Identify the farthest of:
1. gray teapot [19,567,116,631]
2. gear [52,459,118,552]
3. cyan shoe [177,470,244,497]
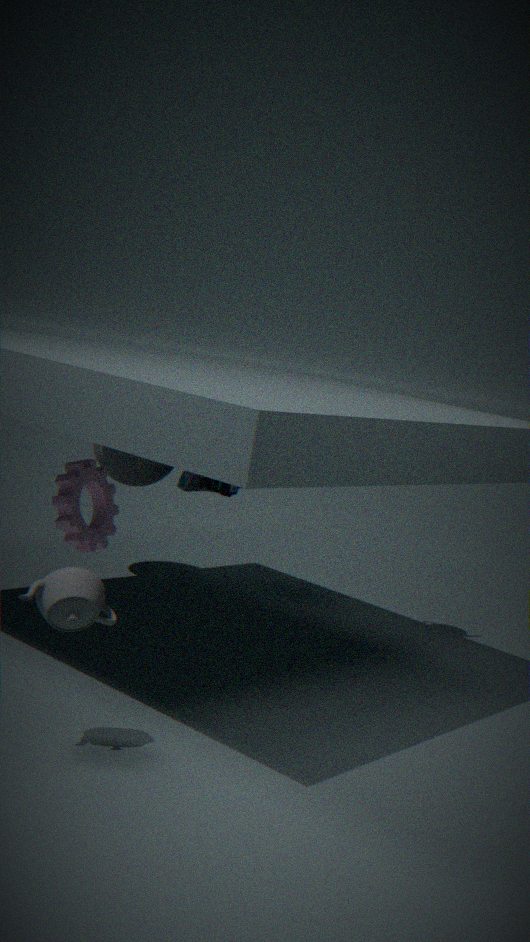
cyan shoe [177,470,244,497]
